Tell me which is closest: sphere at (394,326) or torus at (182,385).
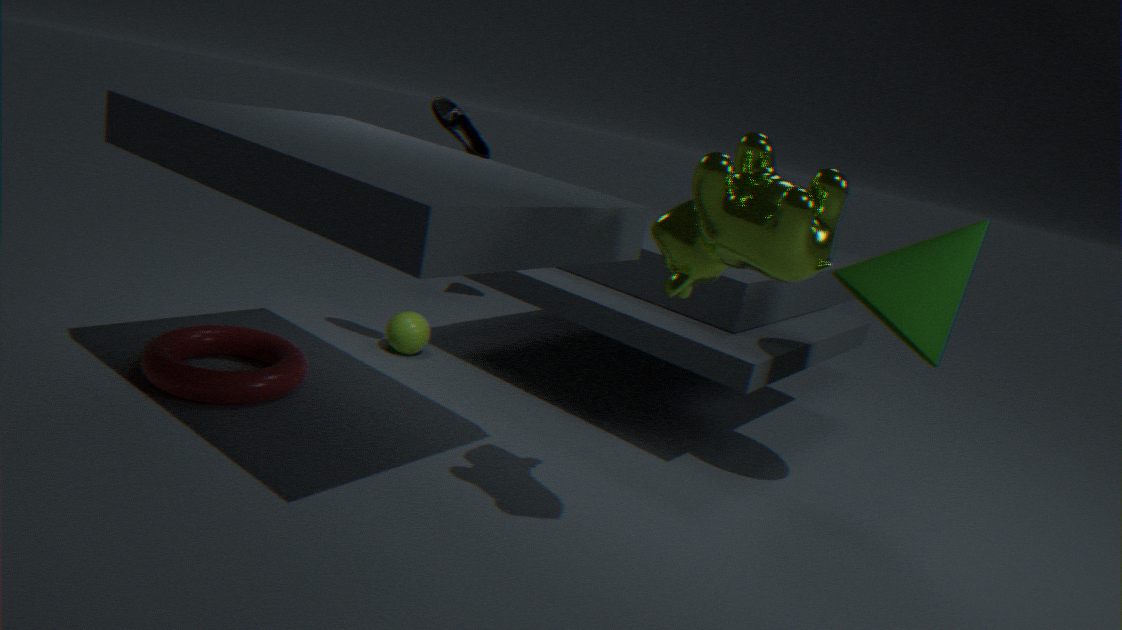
torus at (182,385)
